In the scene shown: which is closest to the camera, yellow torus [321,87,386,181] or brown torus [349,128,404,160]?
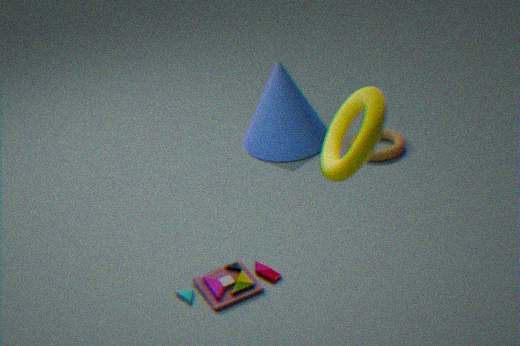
yellow torus [321,87,386,181]
